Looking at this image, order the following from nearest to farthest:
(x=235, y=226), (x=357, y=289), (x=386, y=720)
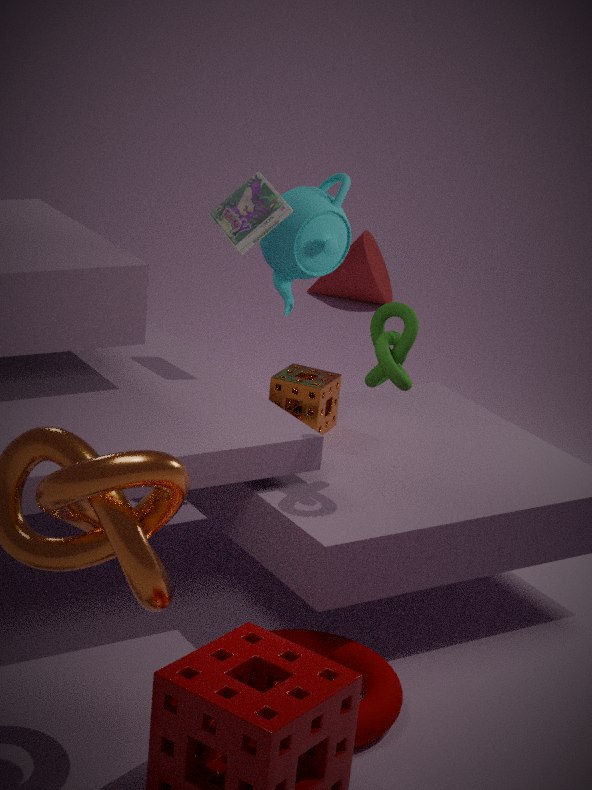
(x=386, y=720)
(x=235, y=226)
(x=357, y=289)
